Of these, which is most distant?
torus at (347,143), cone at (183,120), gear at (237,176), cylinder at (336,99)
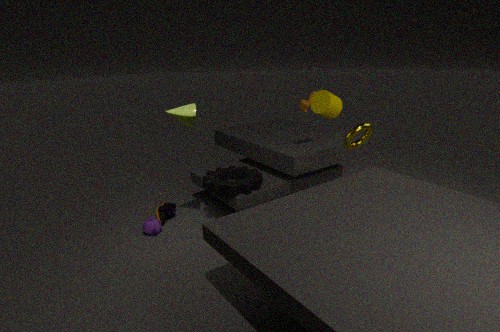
gear at (237,176)
